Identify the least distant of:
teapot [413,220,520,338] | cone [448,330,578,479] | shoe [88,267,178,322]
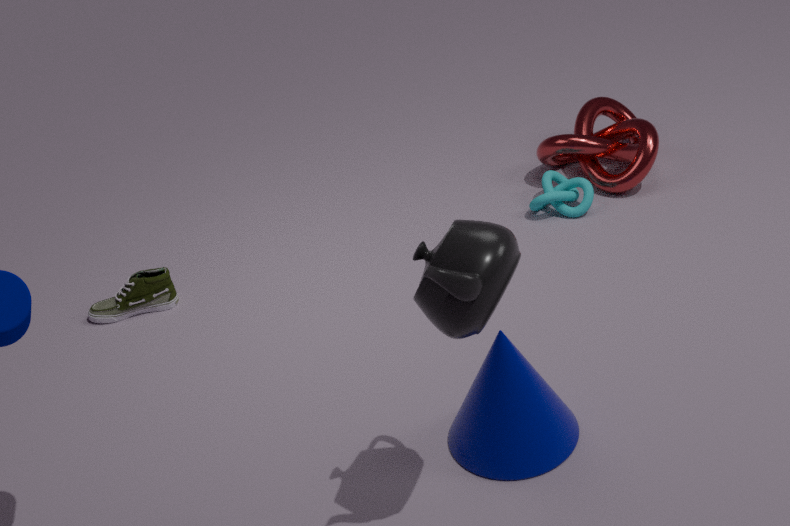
teapot [413,220,520,338]
